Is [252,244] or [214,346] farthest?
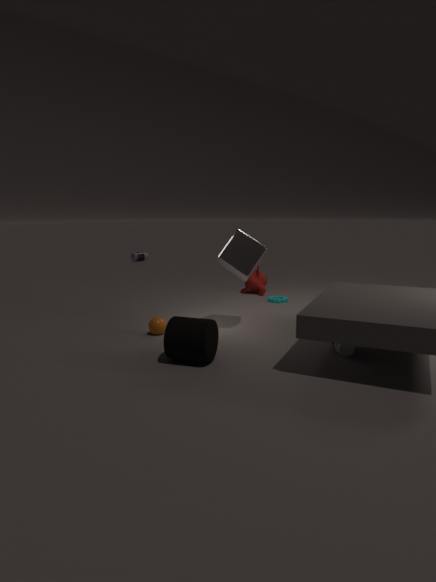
[252,244]
